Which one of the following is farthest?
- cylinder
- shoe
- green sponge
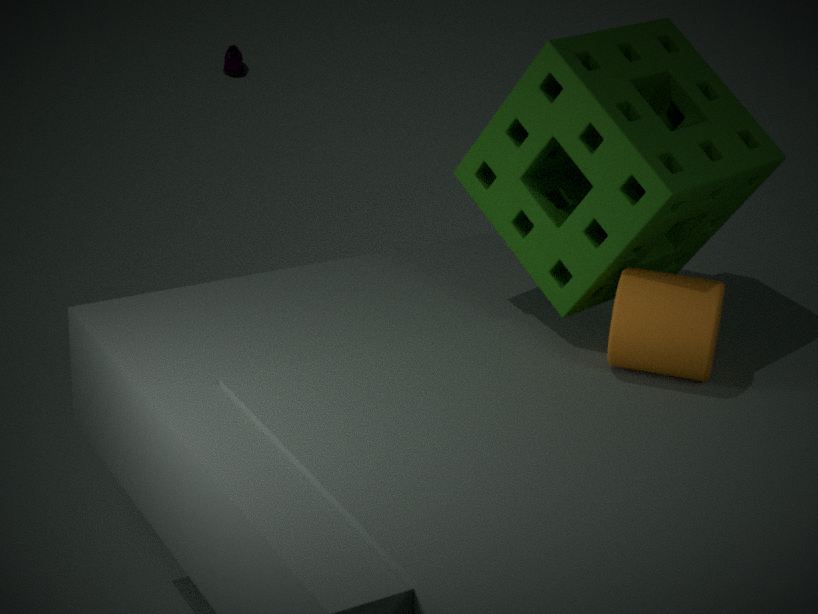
shoe
